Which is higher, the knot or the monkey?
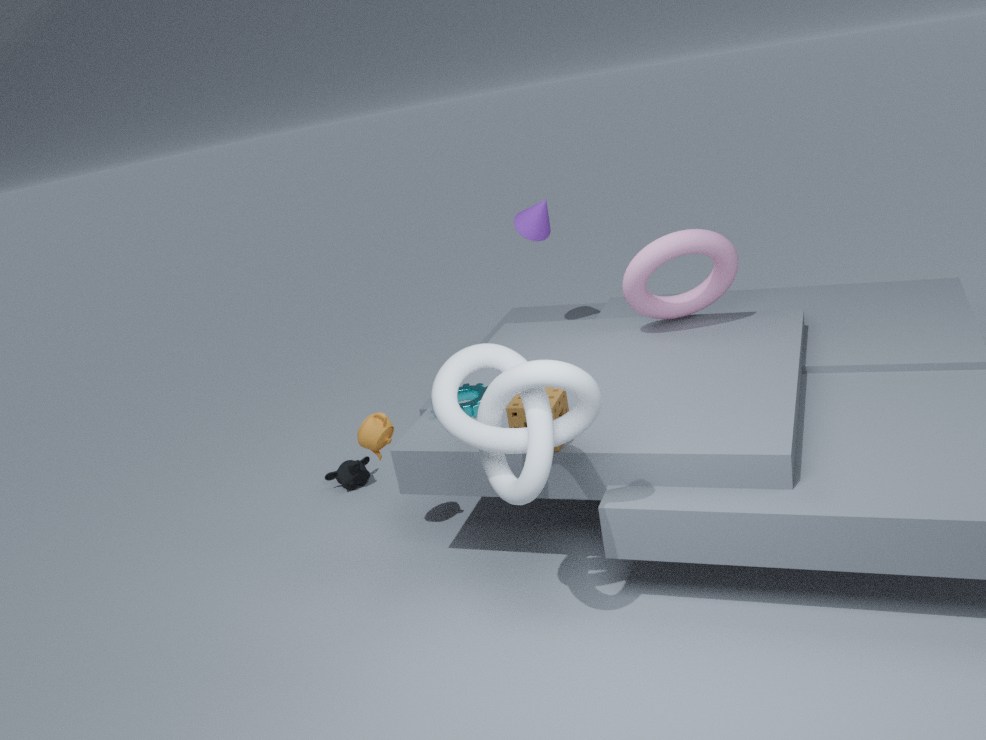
the knot
